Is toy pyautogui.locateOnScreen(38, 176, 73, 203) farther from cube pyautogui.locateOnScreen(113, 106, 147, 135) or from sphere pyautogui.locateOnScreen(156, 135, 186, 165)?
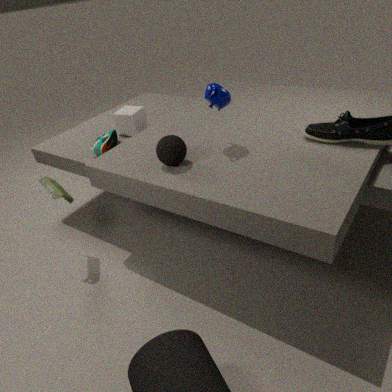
sphere pyautogui.locateOnScreen(156, 135, 186, 165)
